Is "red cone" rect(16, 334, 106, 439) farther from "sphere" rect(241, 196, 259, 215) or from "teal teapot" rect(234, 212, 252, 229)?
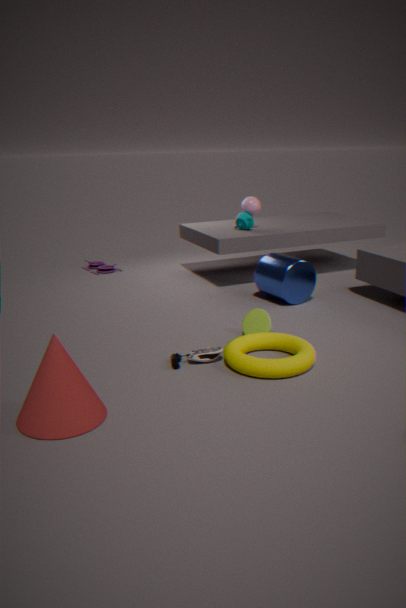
"sphere" rect(241, 196, 259, 215)
